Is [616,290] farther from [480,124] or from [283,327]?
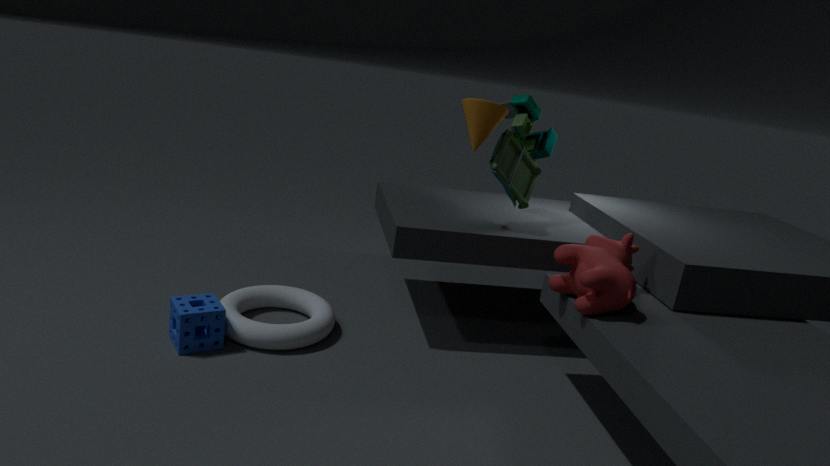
[283,327]
